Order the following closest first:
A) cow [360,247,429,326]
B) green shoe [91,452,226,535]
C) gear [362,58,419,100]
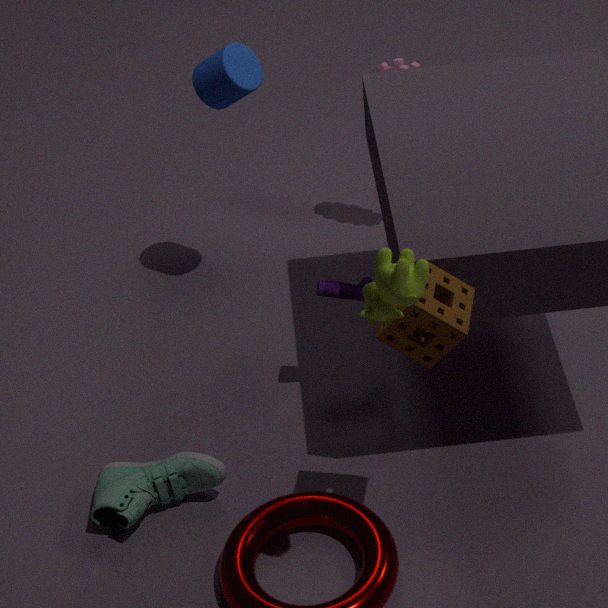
cow [360,247,429,326], green shoe [91,452,226,535], gear [362,58,419,100]
